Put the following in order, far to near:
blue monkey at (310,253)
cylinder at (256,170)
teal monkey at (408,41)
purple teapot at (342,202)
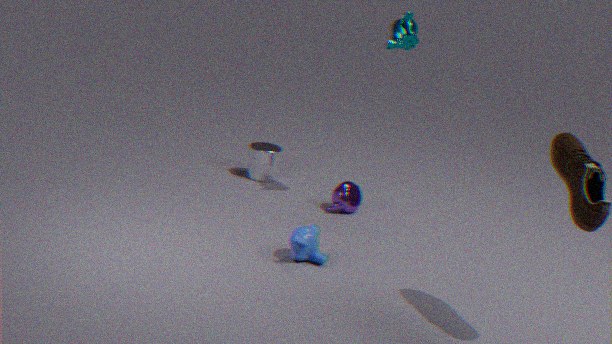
cylinder at (256,170)
purple teapot at (342,202)
teal monkey at (408,41)
blue monkey at (310,253)
